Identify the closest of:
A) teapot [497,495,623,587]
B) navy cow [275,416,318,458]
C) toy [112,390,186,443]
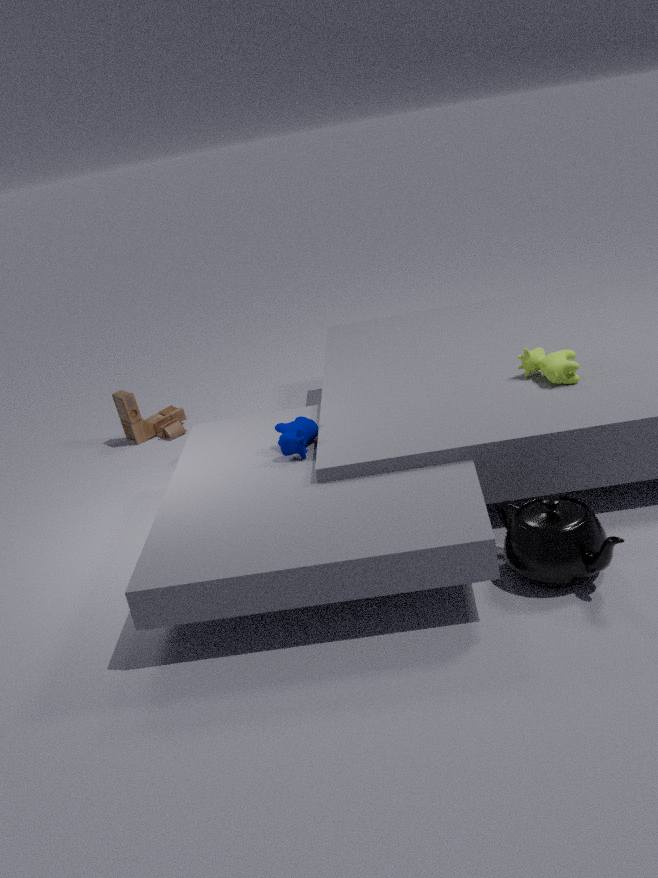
teapot [497,495,623,587]
